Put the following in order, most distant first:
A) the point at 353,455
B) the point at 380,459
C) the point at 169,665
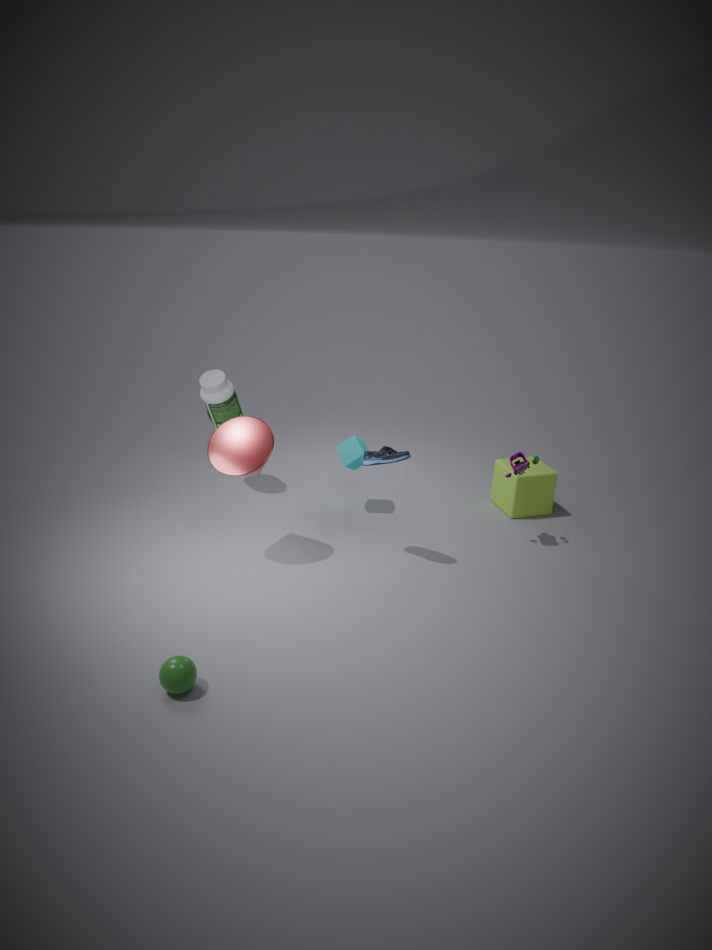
the point at 353,455, the point at 380,459, the point at 169,665
